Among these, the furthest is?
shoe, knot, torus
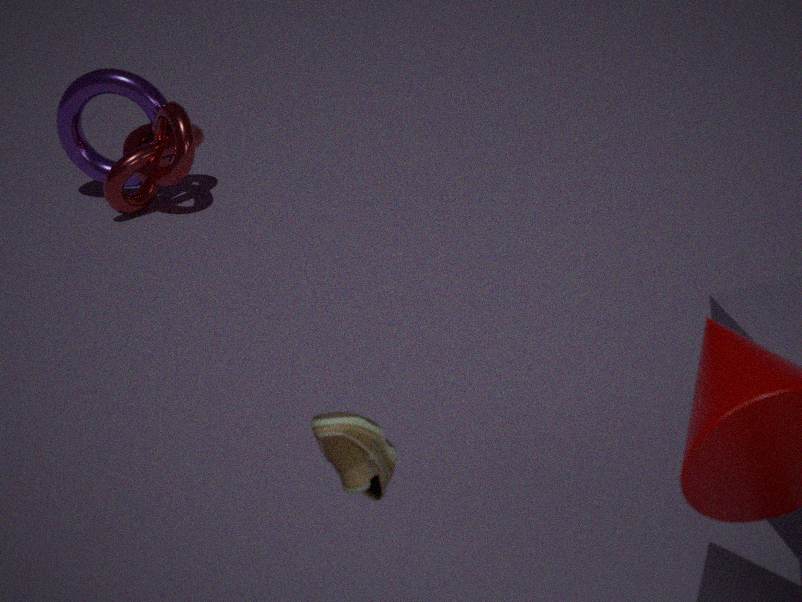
torus
